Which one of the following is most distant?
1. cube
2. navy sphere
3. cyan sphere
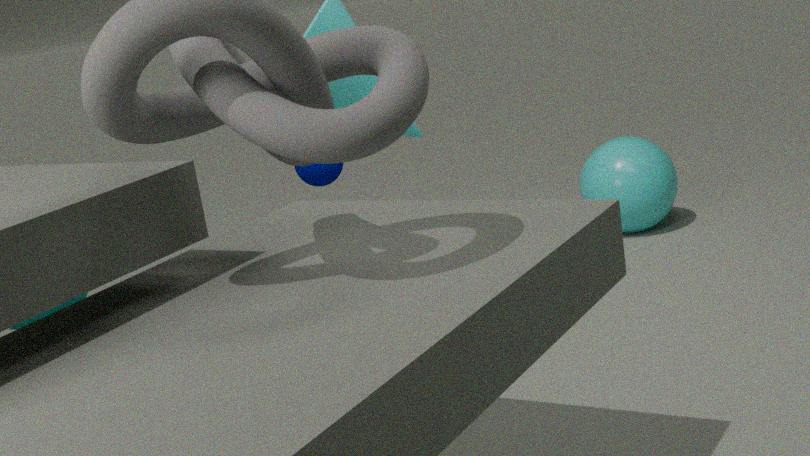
navy sphere
